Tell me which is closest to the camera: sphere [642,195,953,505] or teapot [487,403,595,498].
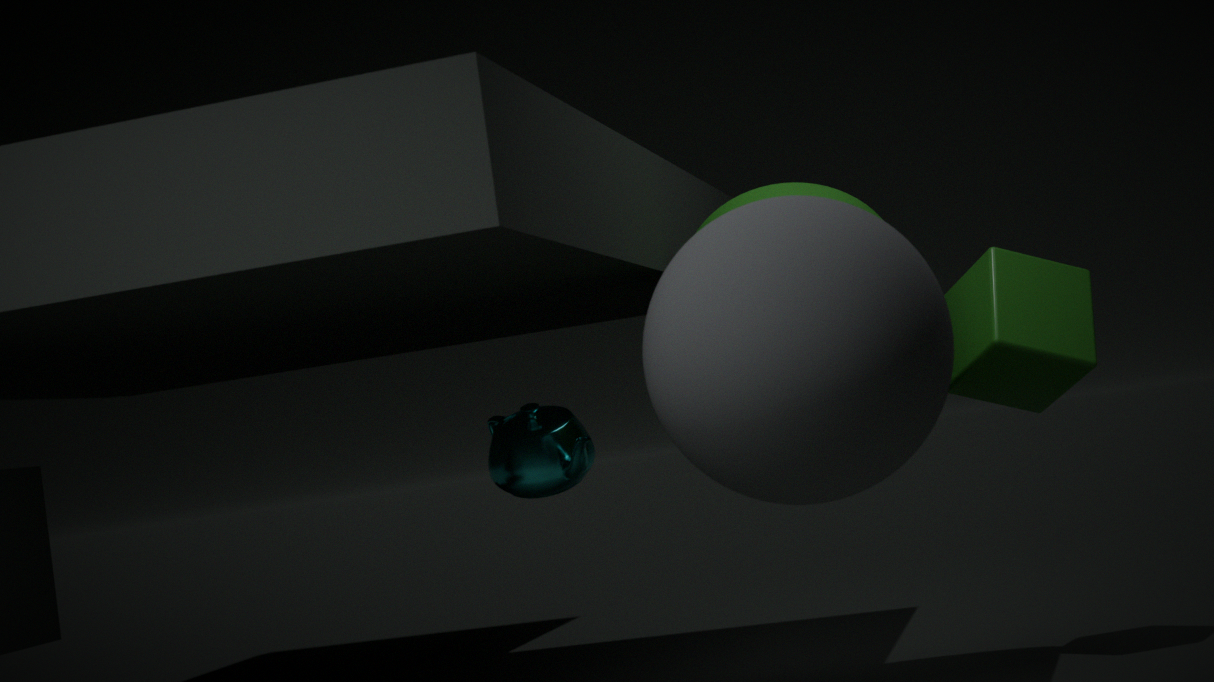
sphere [642,195,953,505]
